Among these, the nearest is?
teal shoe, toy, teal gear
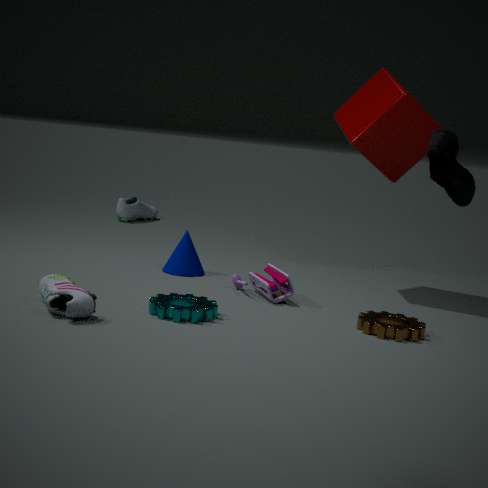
teal shoe
